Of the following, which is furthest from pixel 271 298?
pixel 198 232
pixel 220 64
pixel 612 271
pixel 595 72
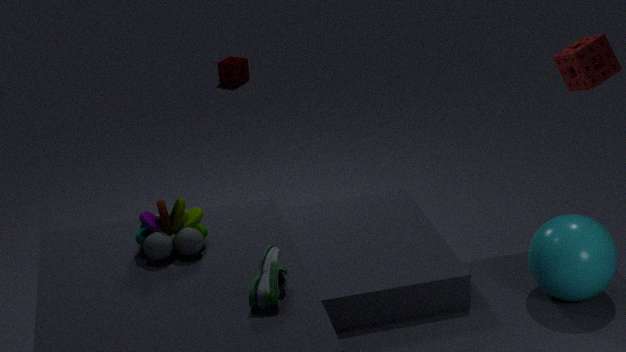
pixel 220 64
